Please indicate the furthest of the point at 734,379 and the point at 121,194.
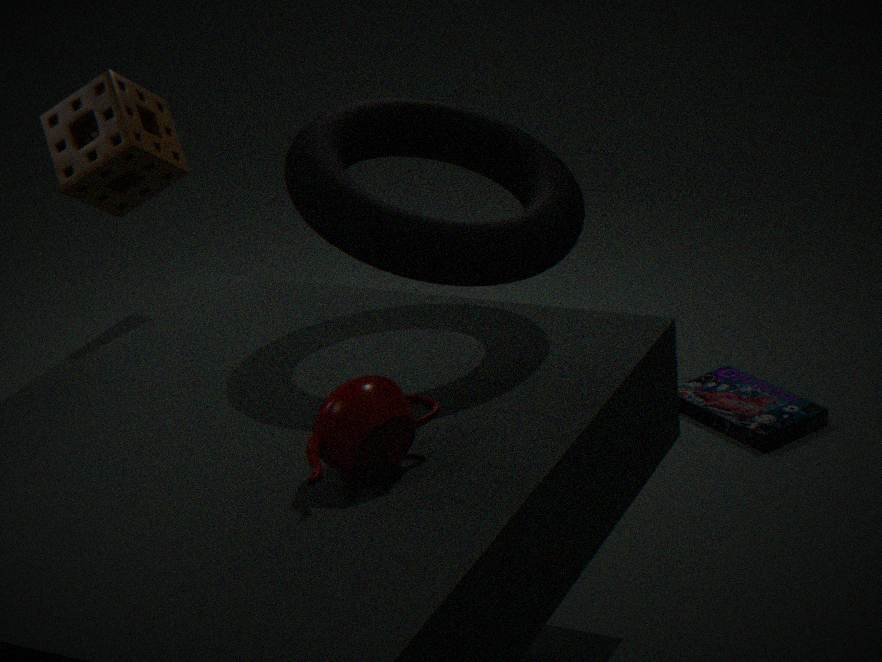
the point at 734,379
